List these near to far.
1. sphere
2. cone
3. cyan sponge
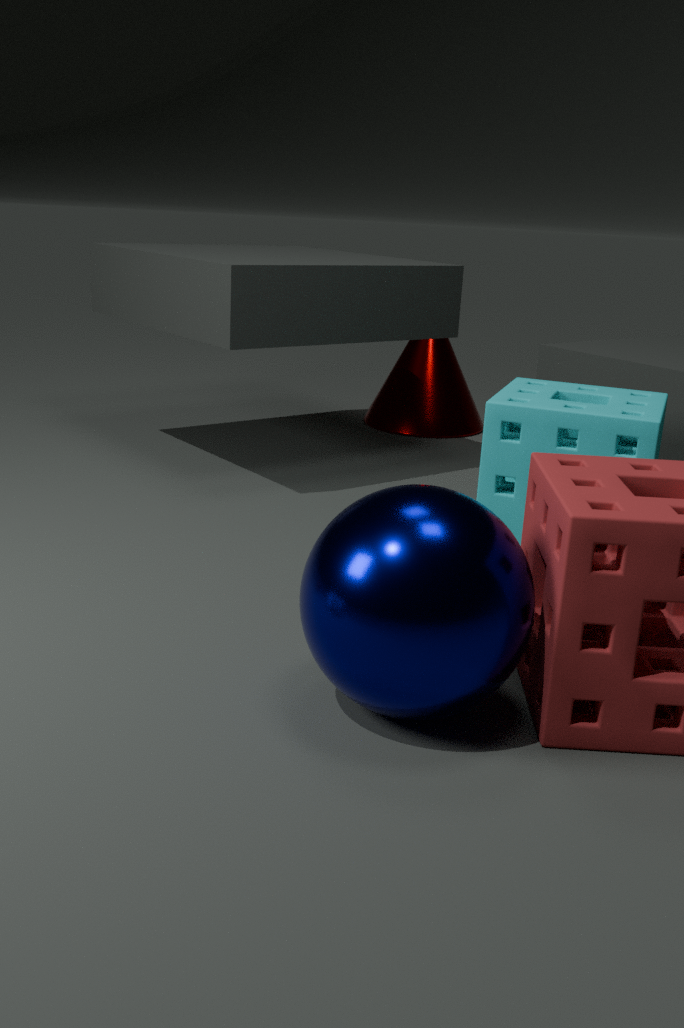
sphere < cyan sponge < cone
